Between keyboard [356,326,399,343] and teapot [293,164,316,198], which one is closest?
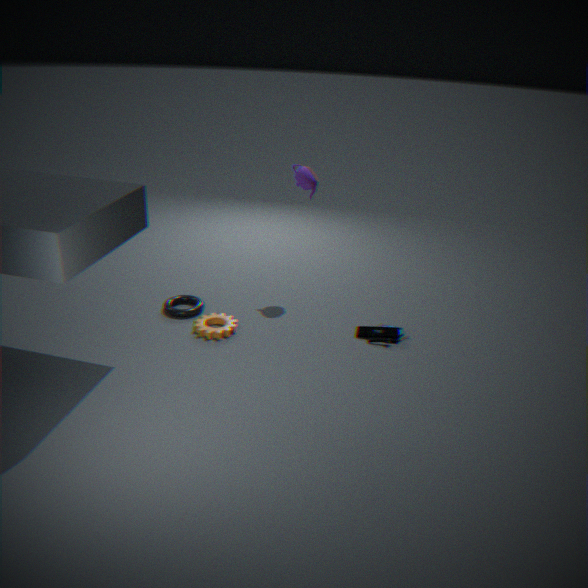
keyboard [356,326,399,343]
